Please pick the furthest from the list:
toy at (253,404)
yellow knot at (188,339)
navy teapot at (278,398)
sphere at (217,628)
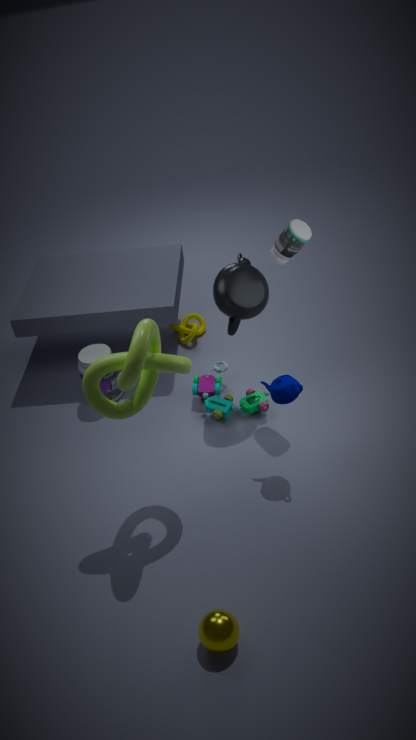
yellow knot at (188,339)
